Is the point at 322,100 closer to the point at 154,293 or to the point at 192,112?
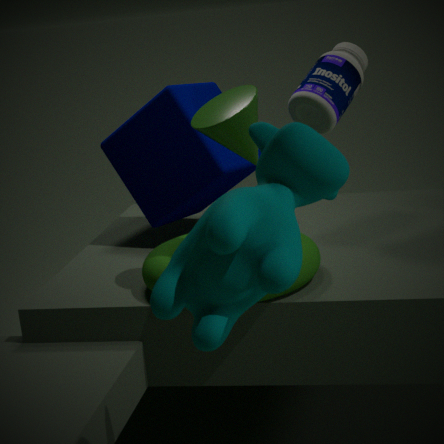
the point at 192,112
